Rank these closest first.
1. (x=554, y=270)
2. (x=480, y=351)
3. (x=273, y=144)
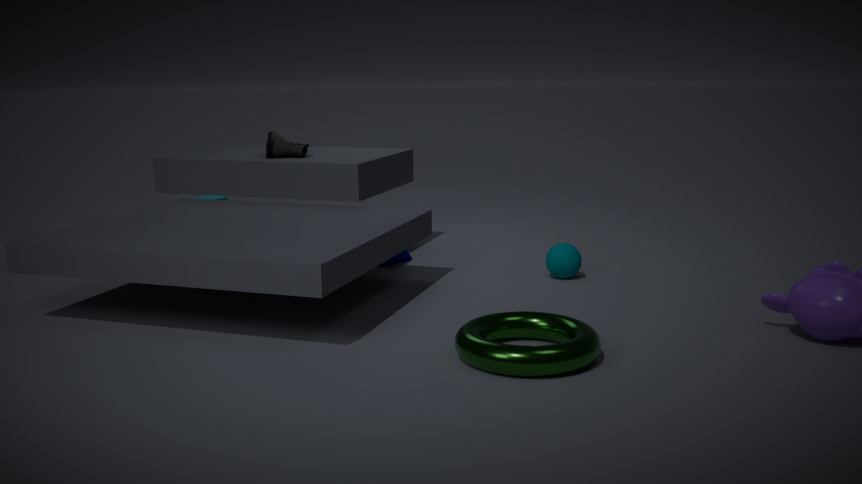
(x=480, y=351), (x=554, y=270), (x=273, y=144)
